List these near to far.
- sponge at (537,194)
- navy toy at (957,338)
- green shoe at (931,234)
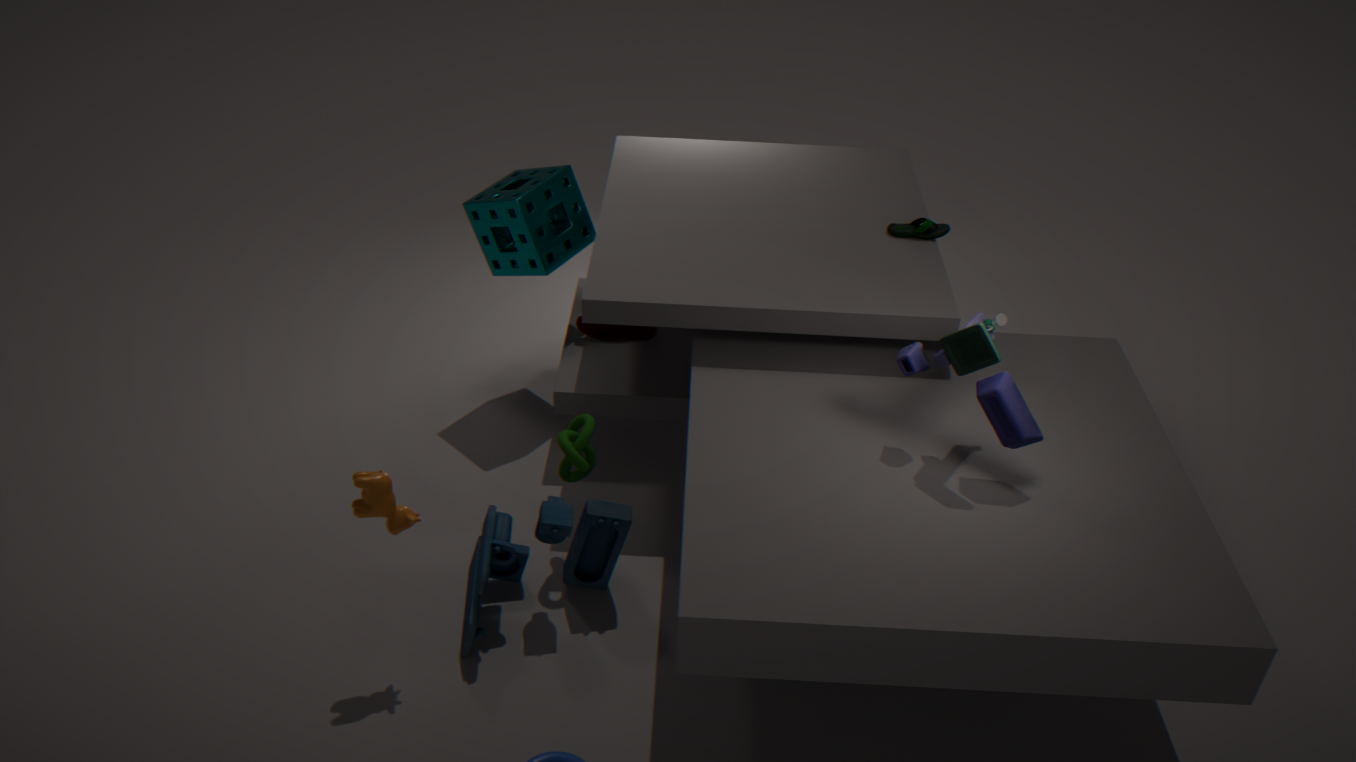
1. navy toy at (957,338)
2. sponge at (537,194)
3. green shoe at (931,234)
